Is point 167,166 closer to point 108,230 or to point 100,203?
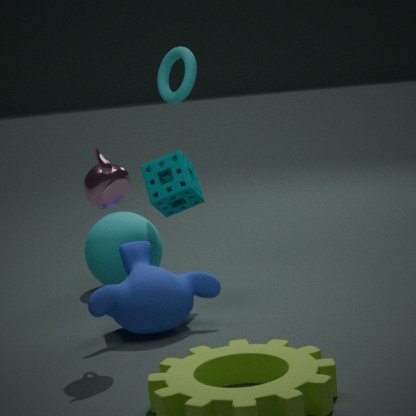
point 108,230
